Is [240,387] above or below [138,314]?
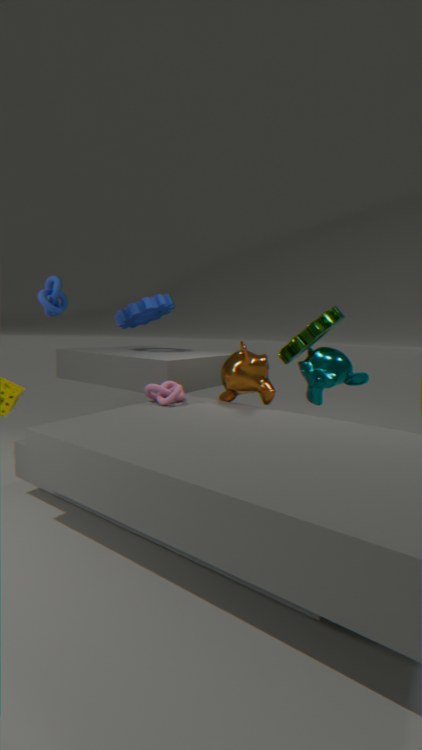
below
